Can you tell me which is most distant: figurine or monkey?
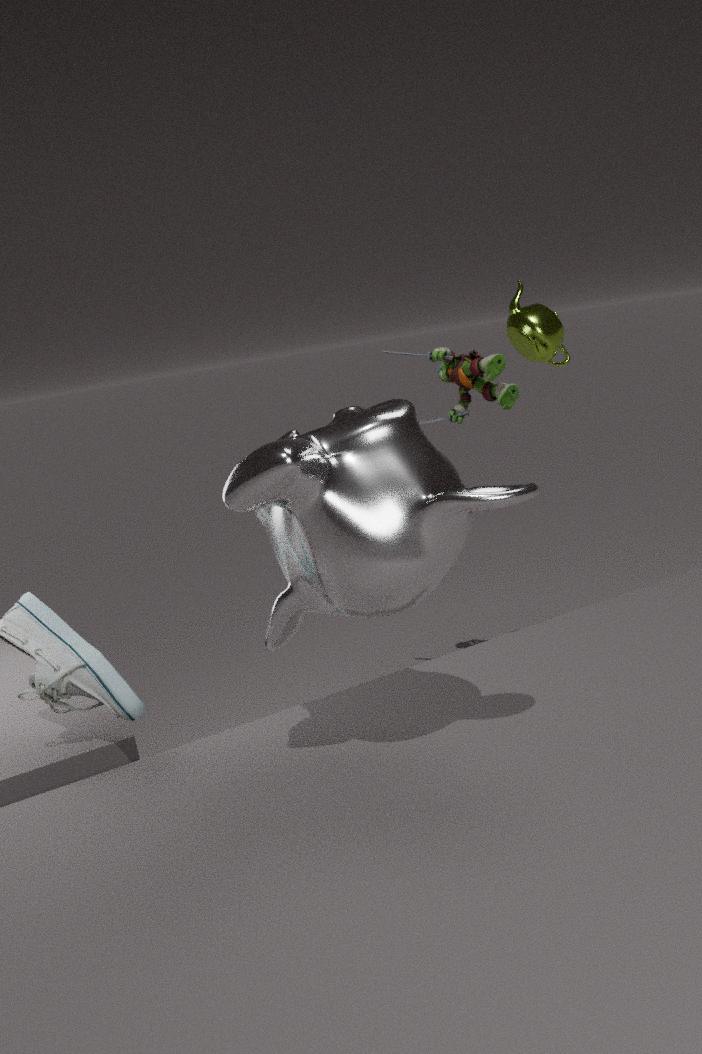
figurine
